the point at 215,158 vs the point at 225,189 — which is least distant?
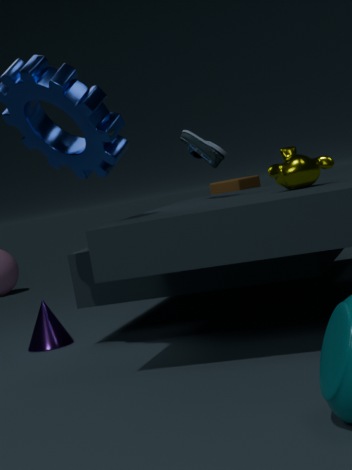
the point at 215,158
